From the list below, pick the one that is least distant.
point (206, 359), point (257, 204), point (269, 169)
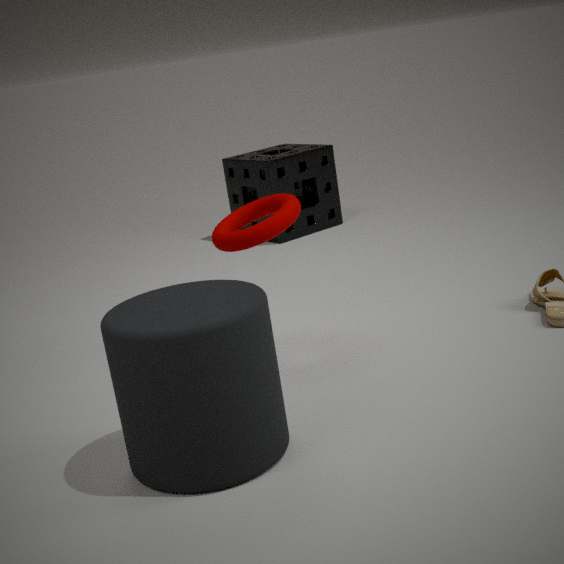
point (206, 359)
